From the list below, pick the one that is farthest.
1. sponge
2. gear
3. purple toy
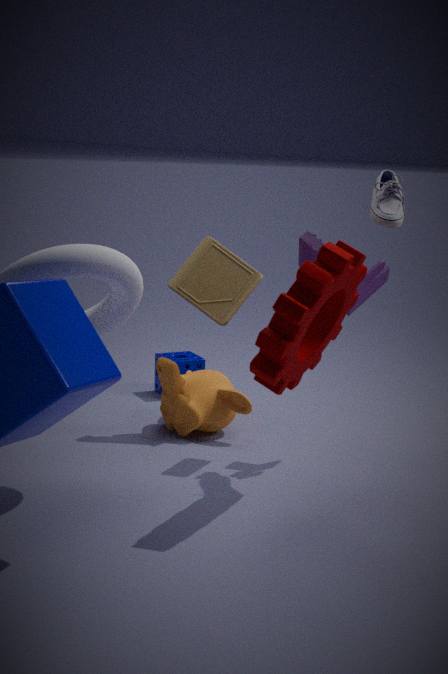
sponge
